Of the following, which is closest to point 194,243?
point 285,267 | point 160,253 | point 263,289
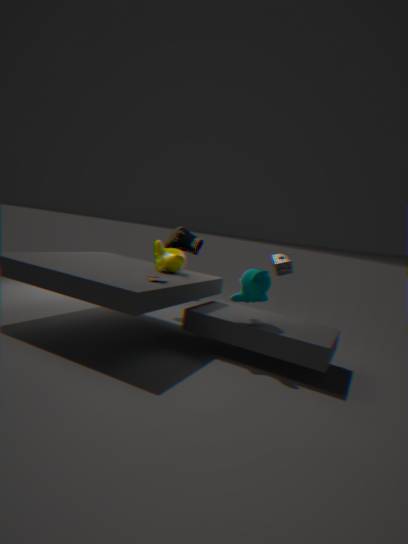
point 160,253
